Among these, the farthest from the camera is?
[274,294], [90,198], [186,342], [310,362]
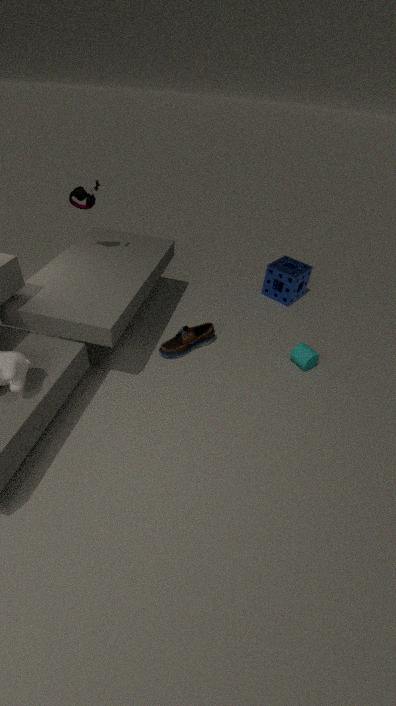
[274,294]
